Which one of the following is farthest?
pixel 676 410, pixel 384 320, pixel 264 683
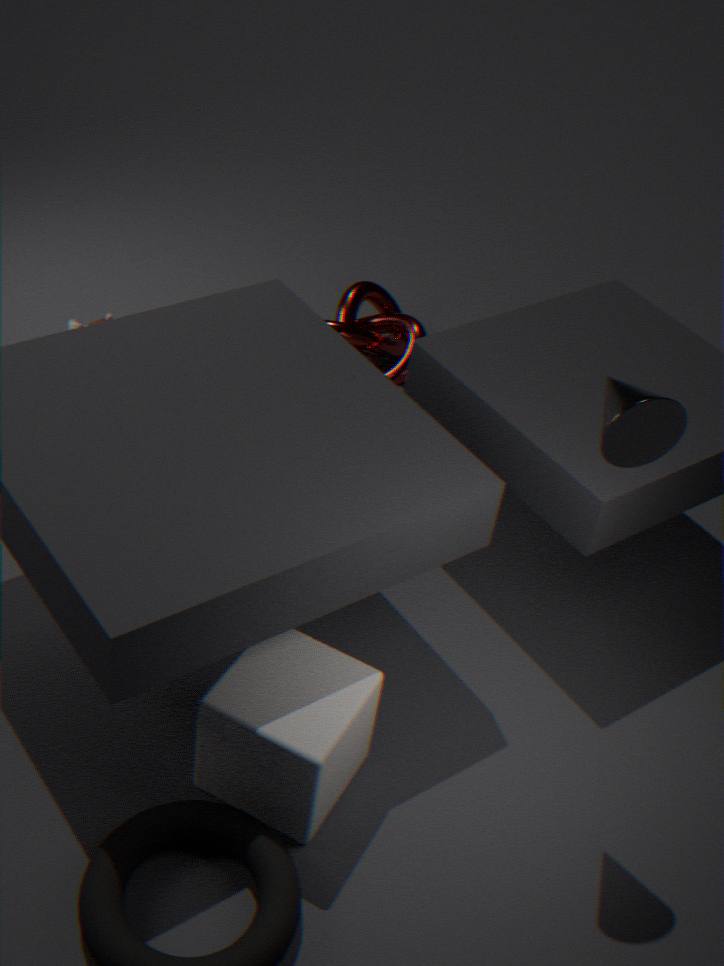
pixel 384 320
